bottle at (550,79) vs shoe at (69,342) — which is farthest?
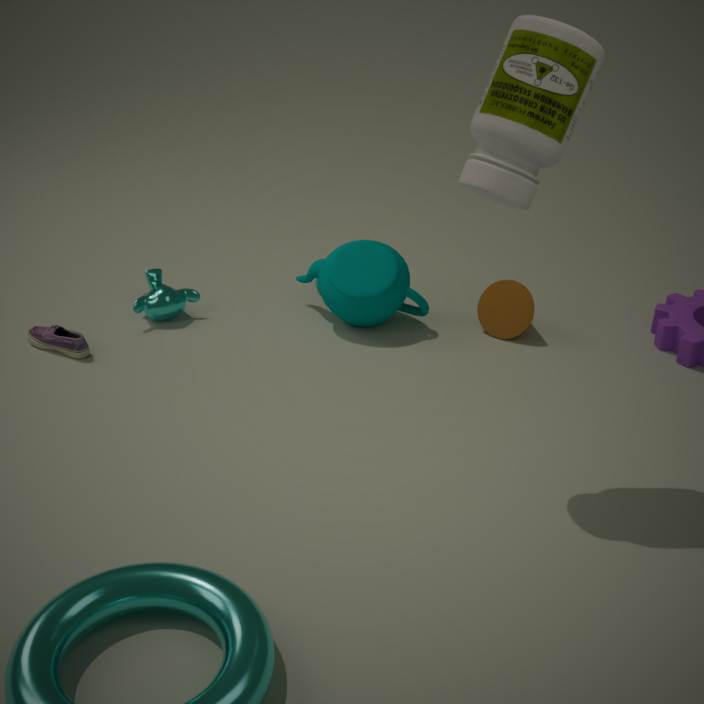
shoe at (69,342)
